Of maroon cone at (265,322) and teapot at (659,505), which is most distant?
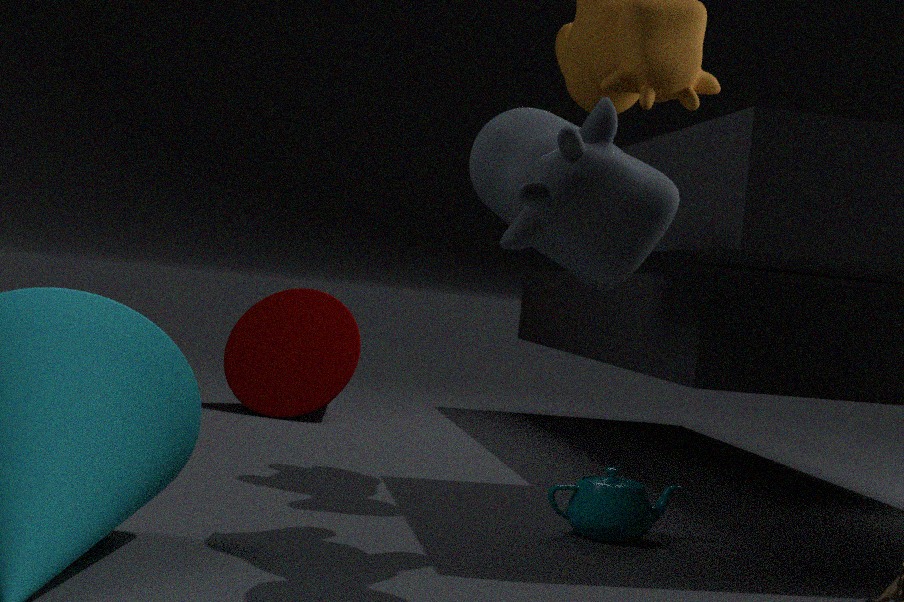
maroon cone at (265,322)
